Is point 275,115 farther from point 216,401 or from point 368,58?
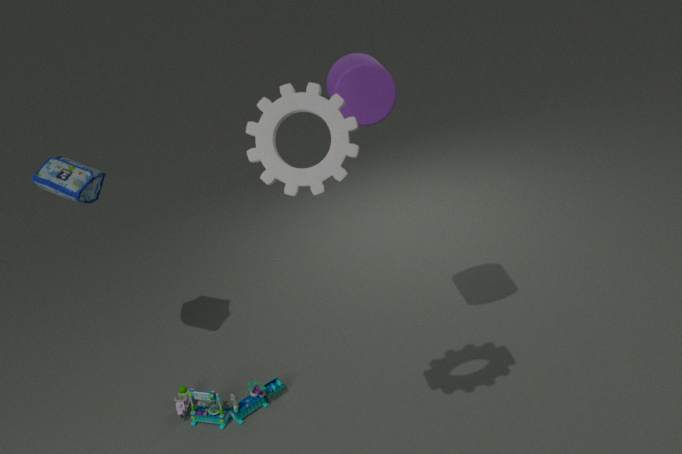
point 216,401
